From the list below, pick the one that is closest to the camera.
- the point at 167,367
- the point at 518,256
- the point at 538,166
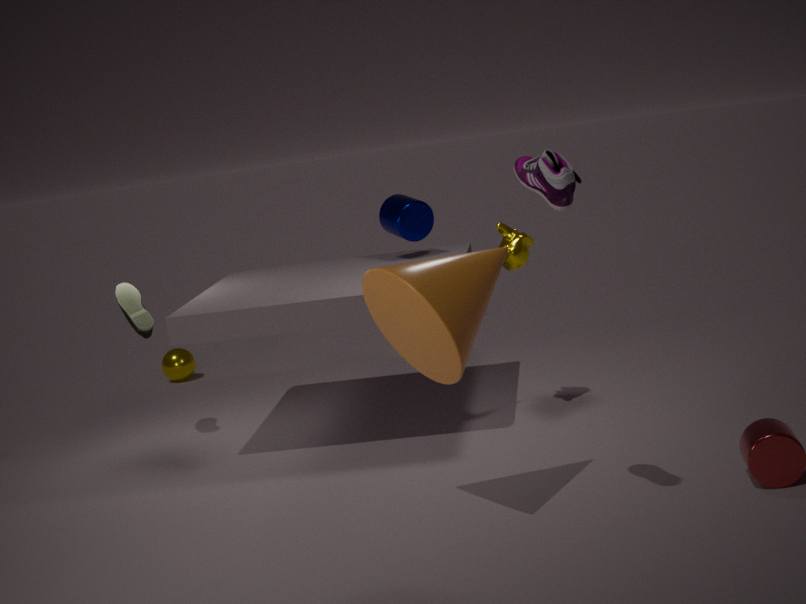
the point at 538,166
